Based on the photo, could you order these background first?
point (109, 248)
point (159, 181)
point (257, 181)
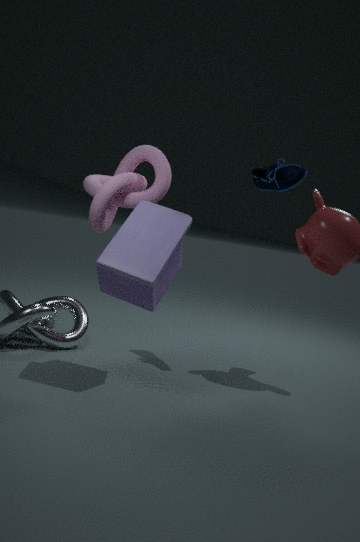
point (257, 181), point (159, 181), point (109, 248)
